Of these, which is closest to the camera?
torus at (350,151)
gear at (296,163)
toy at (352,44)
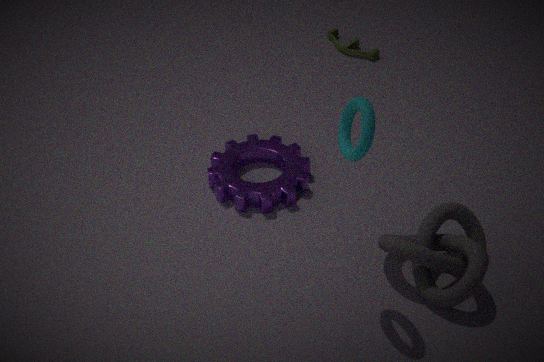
torus at (350,151)
